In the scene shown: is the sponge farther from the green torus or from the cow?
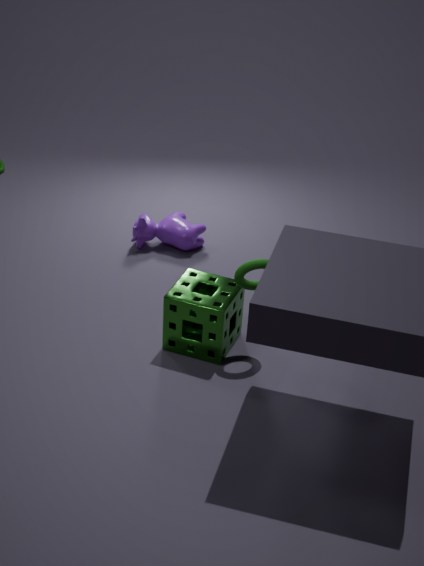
the cow
